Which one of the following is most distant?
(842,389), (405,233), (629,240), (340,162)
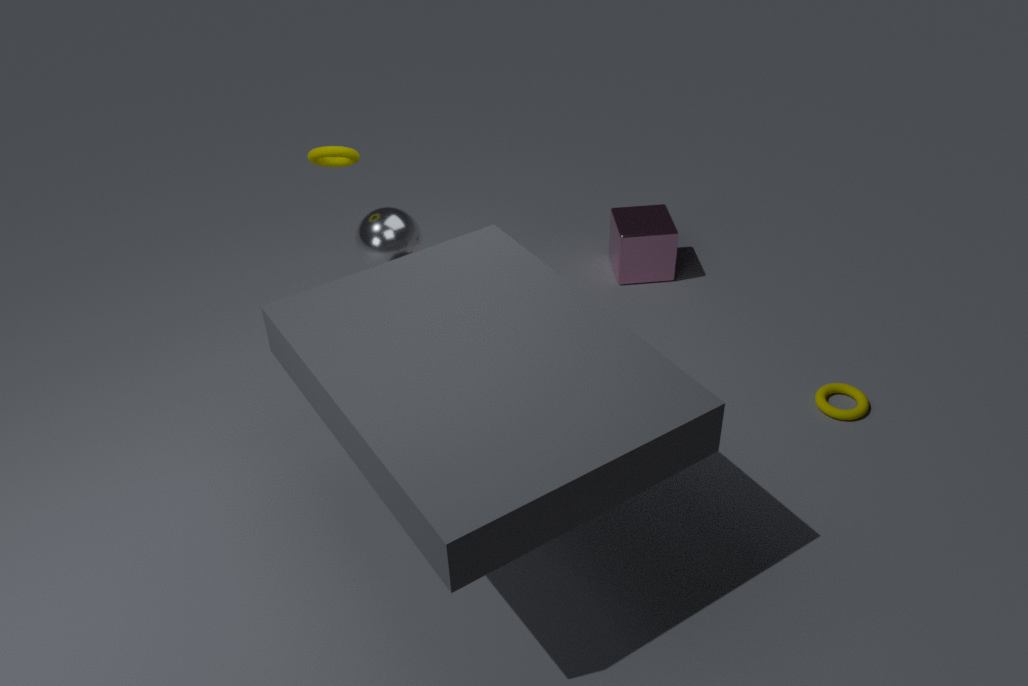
(629,240)
